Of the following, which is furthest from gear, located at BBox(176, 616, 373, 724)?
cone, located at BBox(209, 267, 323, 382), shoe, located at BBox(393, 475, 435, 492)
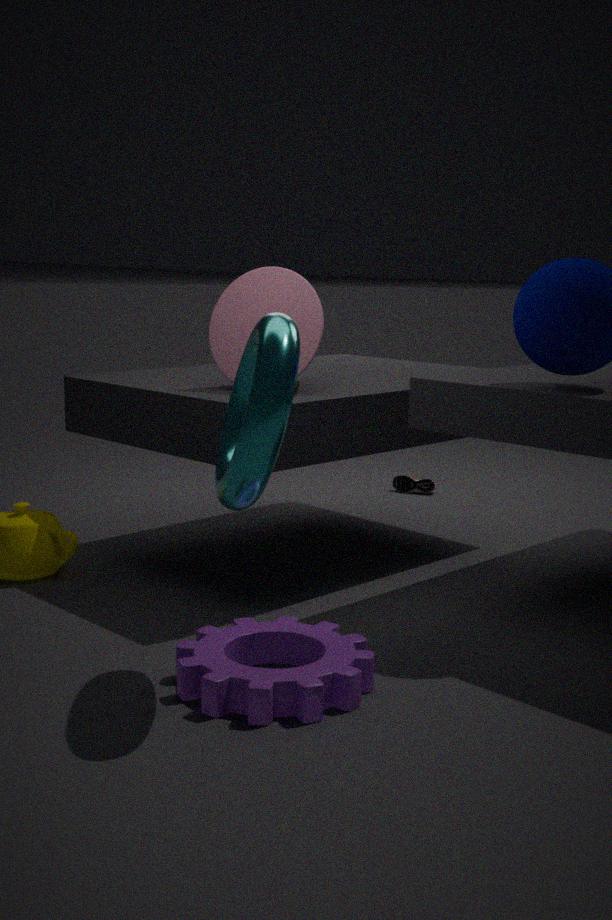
shoe, located at BBox(393, 475, 435, 492)
